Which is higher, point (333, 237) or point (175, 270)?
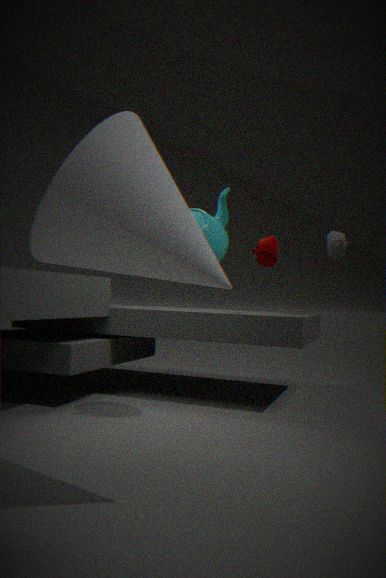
point (333, 237)
